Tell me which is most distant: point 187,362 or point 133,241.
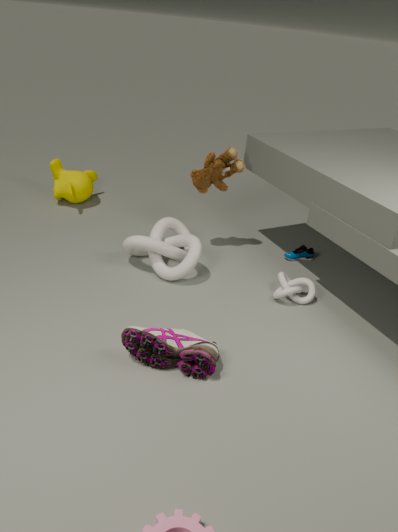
point 133,241
